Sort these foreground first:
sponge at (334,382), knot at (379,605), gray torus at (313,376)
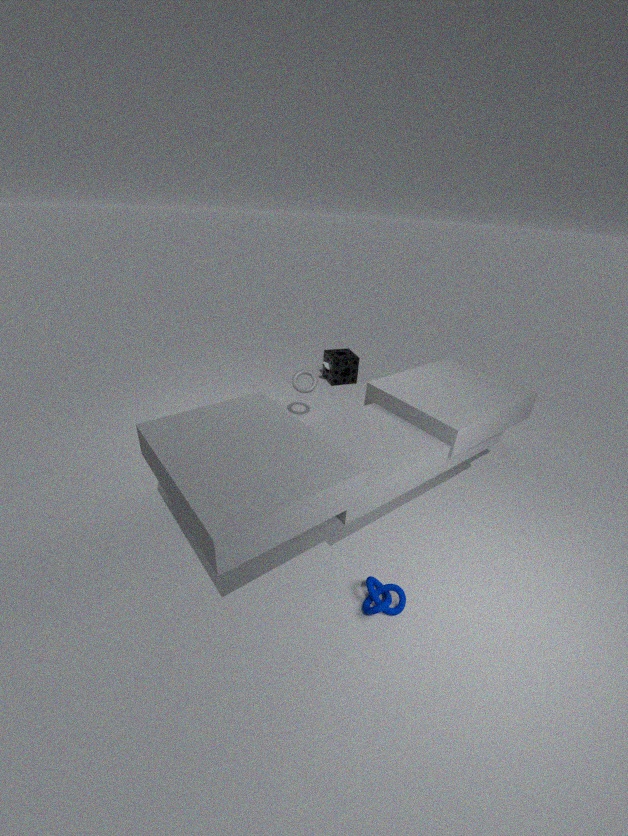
1. knot at (379,605)
2. gray torus at (313,376)
3. sponge at (334,382)
